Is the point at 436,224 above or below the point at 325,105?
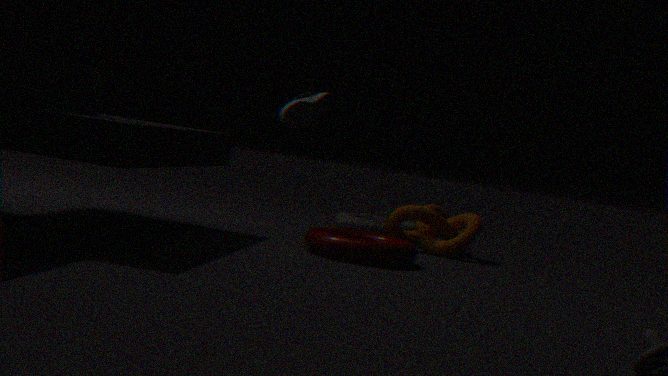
below
